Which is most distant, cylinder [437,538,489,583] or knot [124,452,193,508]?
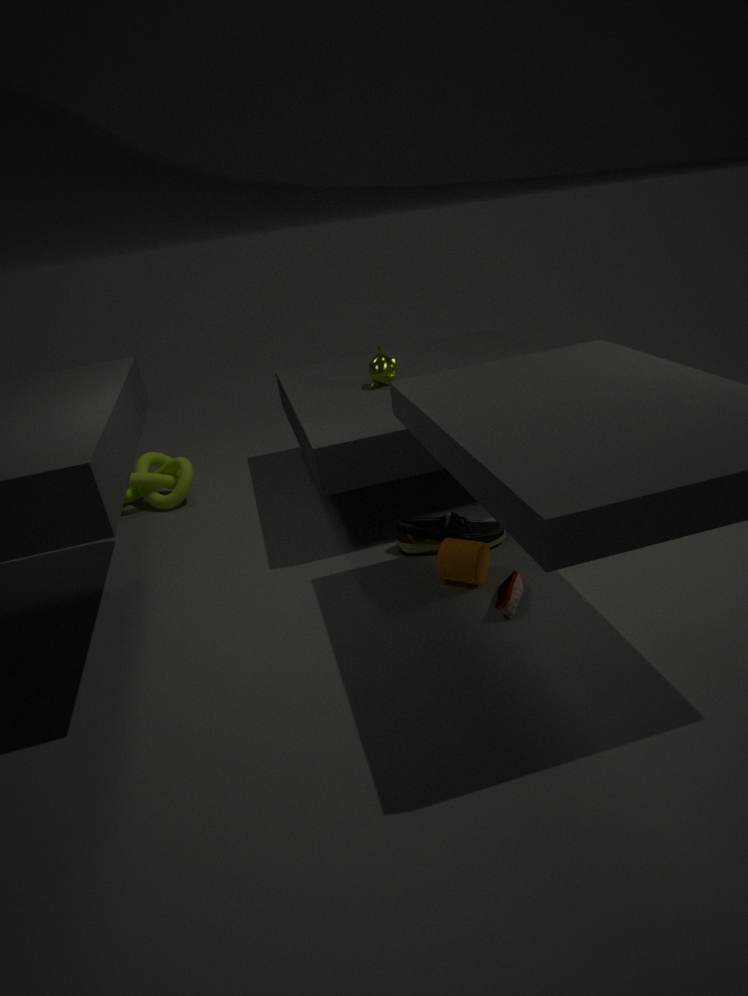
knot [124,452,193,508]
